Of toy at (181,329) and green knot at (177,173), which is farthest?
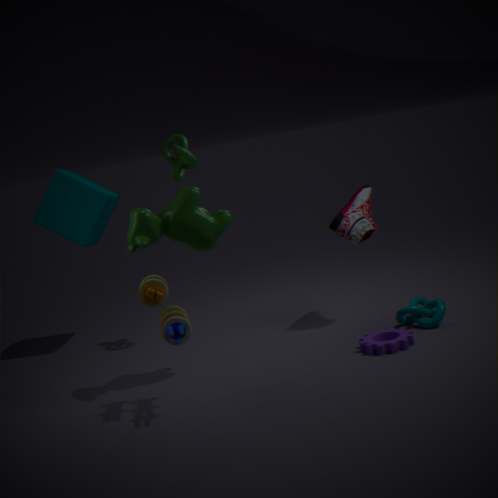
green knot at (177,173)
